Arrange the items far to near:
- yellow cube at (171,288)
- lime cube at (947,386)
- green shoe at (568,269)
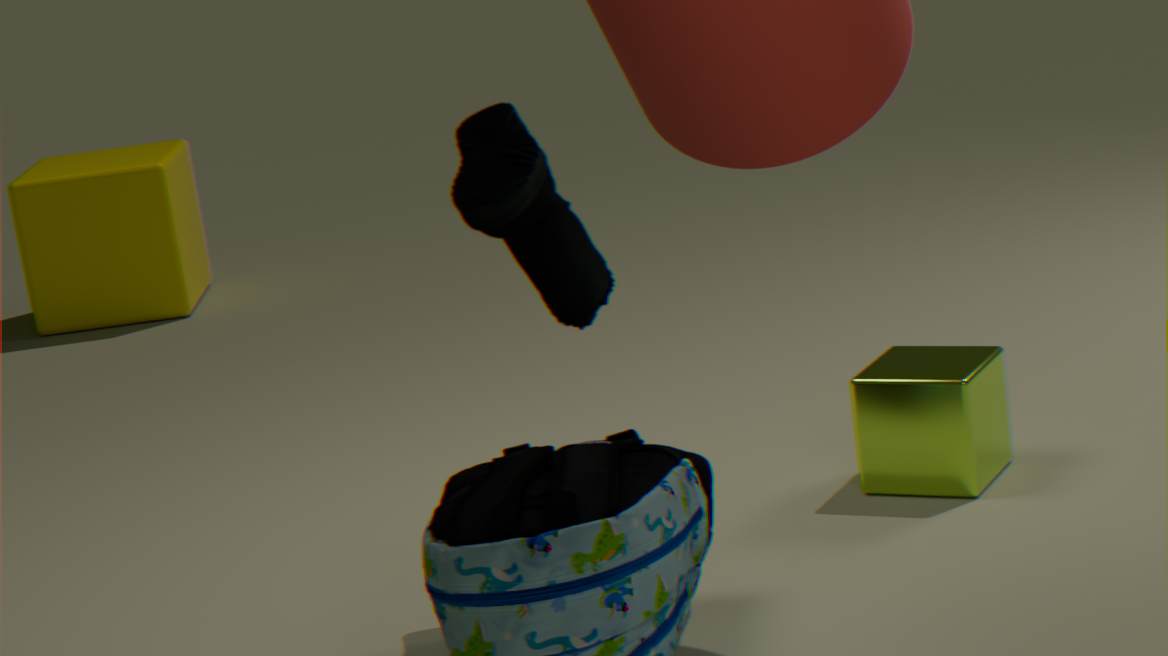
yellow cube at (171,288)
lime cube at (947,386)
green shoe at (568,269)
